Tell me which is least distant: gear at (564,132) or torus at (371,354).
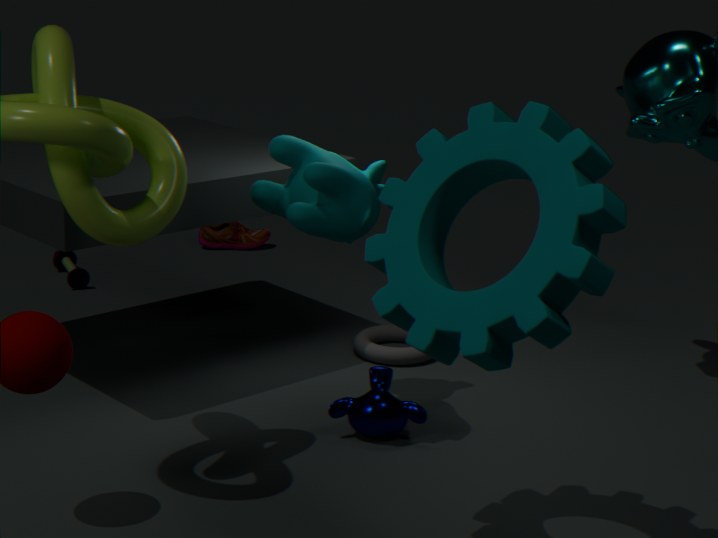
gear at (564,132)
